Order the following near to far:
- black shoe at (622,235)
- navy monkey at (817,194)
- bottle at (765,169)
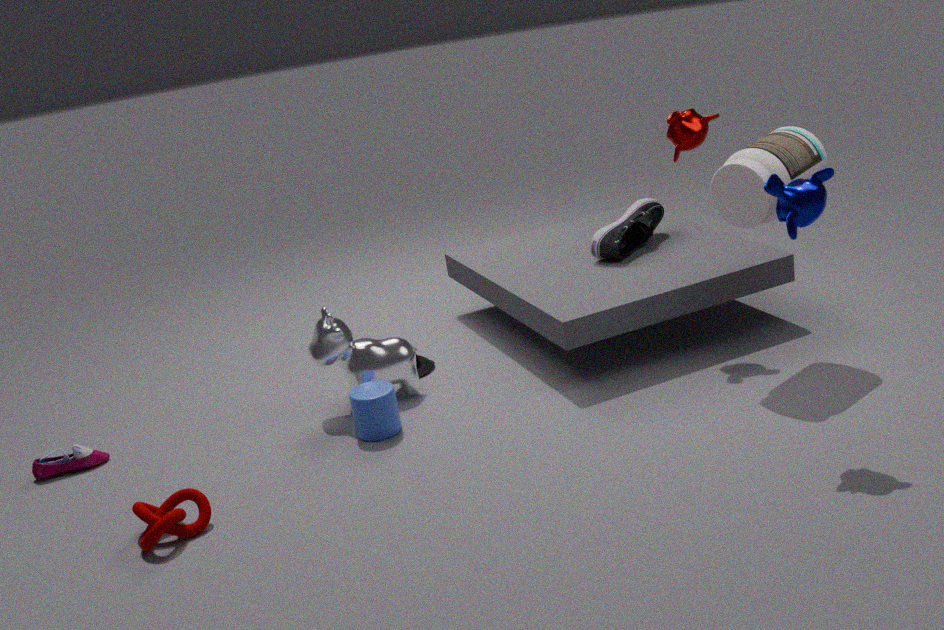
navy monkey at (817,194)
bottle at (765,169)
black shoe at (622,235)
